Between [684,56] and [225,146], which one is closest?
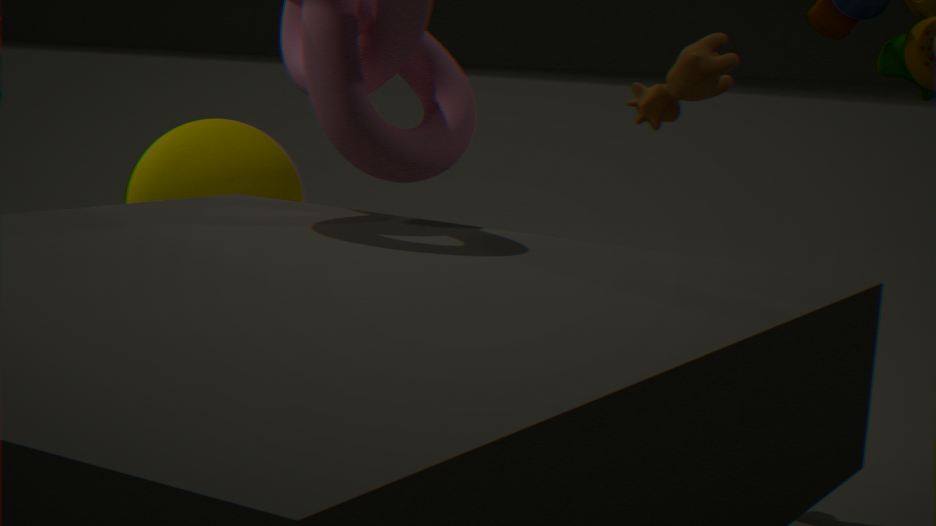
[225,146]
